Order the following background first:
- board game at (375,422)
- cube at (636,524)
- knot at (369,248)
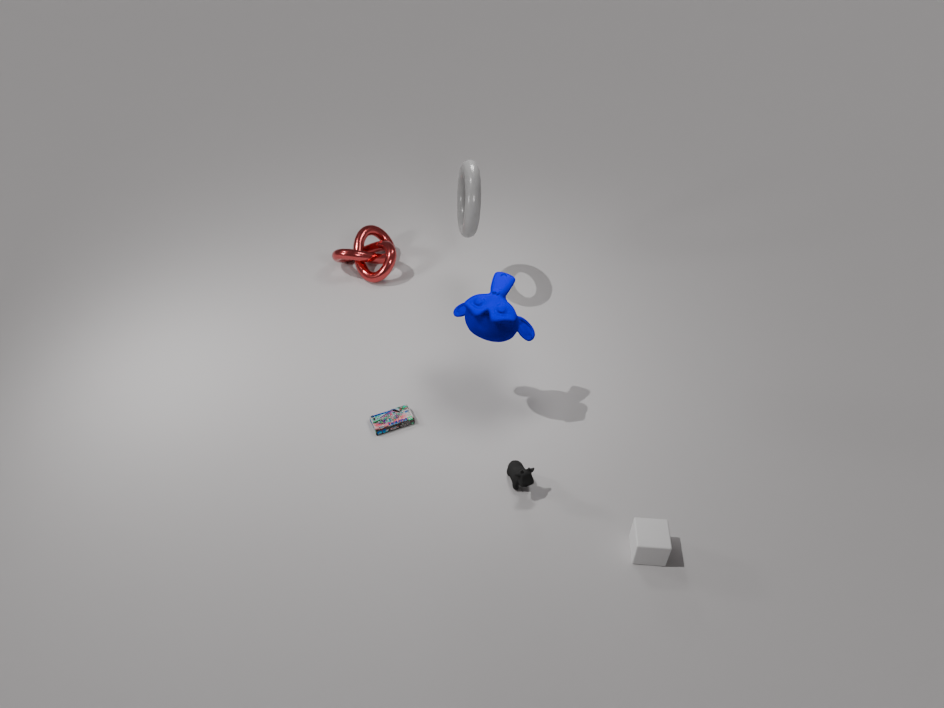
1. knot at (369,248)
2. board game at (375,422)
3. cube at (636,524)
